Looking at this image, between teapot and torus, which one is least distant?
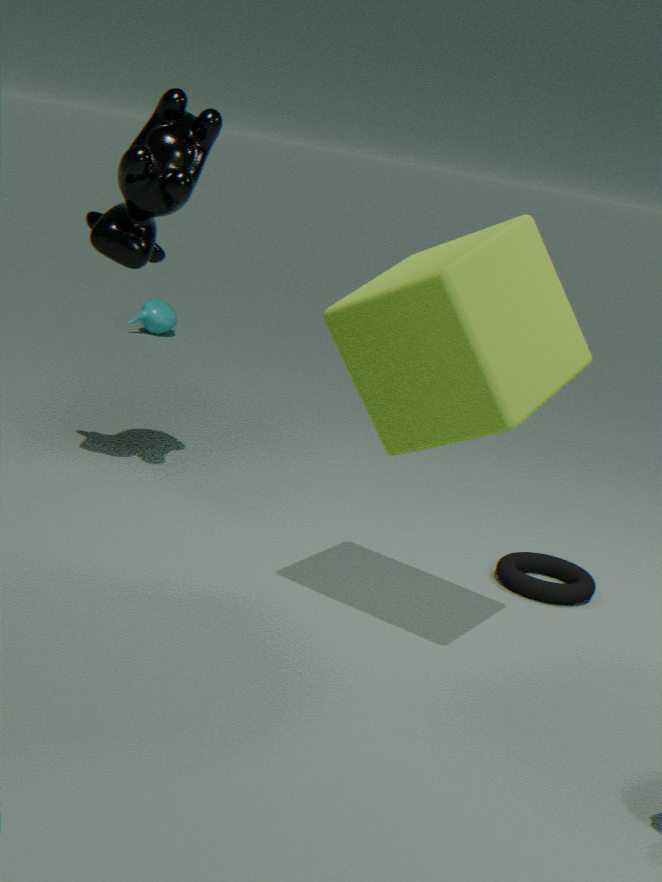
torus
